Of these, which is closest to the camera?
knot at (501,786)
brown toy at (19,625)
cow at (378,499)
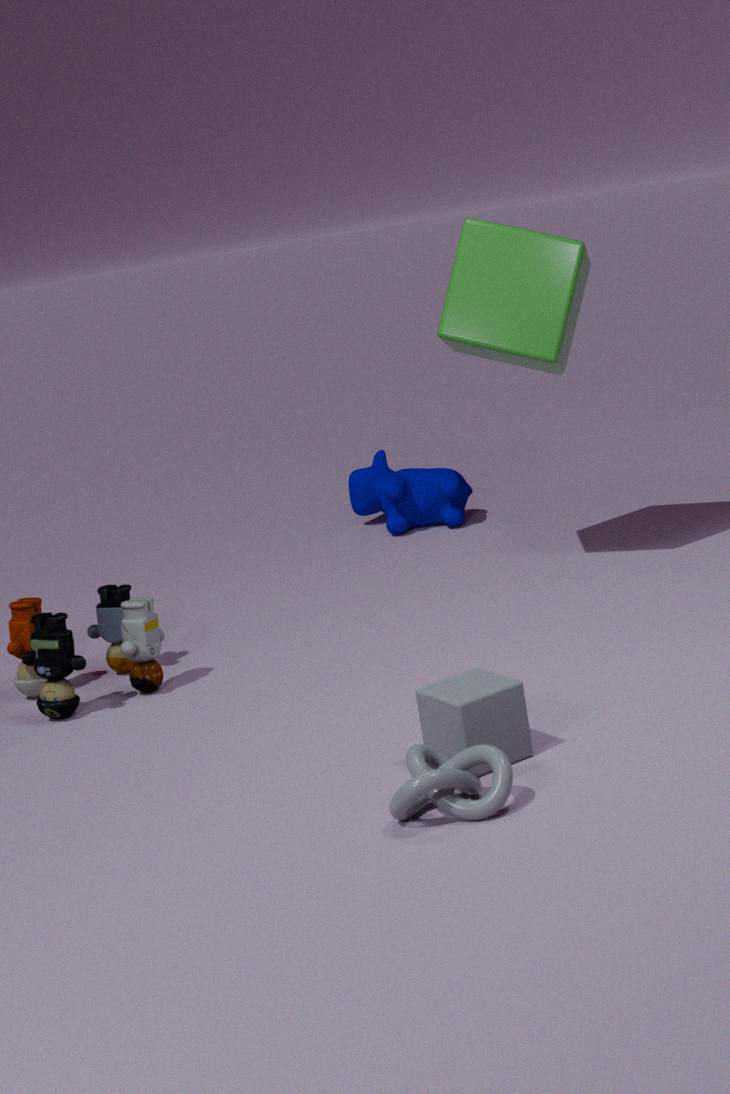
knot at (501,786)
